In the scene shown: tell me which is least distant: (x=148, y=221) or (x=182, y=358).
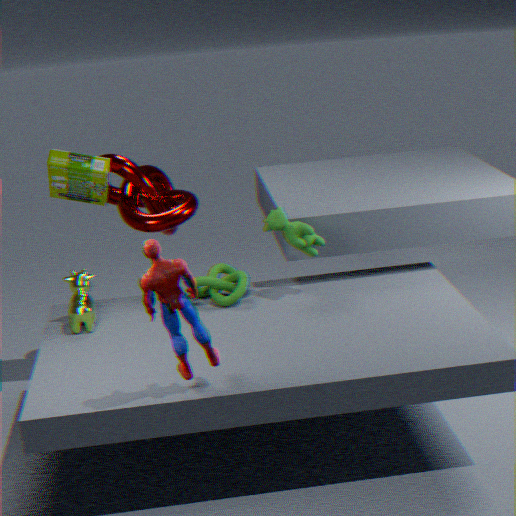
(x=182, y=358)
